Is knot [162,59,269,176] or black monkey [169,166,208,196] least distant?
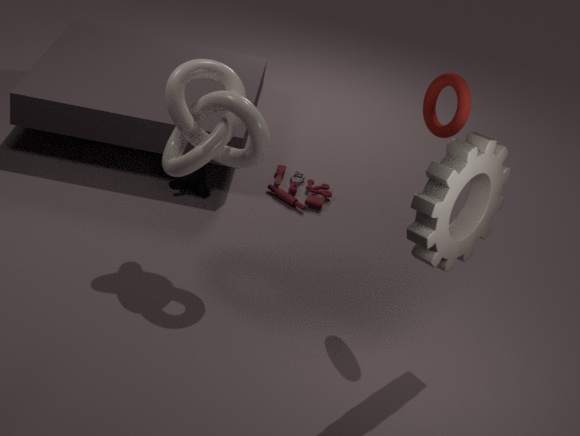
knot [162,59,269,176]
